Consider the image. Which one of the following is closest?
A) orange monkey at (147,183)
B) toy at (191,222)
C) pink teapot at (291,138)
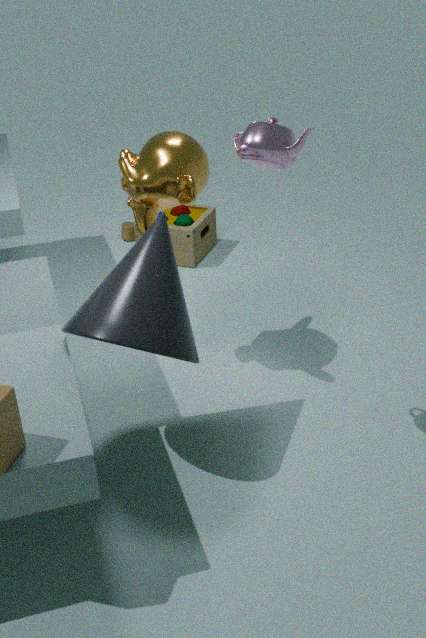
pink teapot at (291,138)
